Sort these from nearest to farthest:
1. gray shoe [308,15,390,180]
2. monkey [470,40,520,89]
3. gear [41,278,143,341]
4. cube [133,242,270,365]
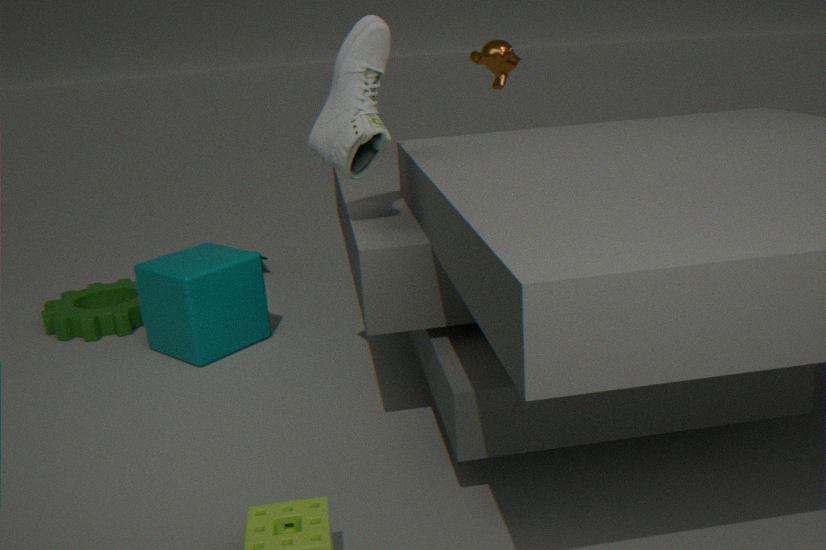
gray shoe [308,15,390,180] < cube [133,242,270,365] < monkey [470,40,520,89] < gear [41,278,143,341]
